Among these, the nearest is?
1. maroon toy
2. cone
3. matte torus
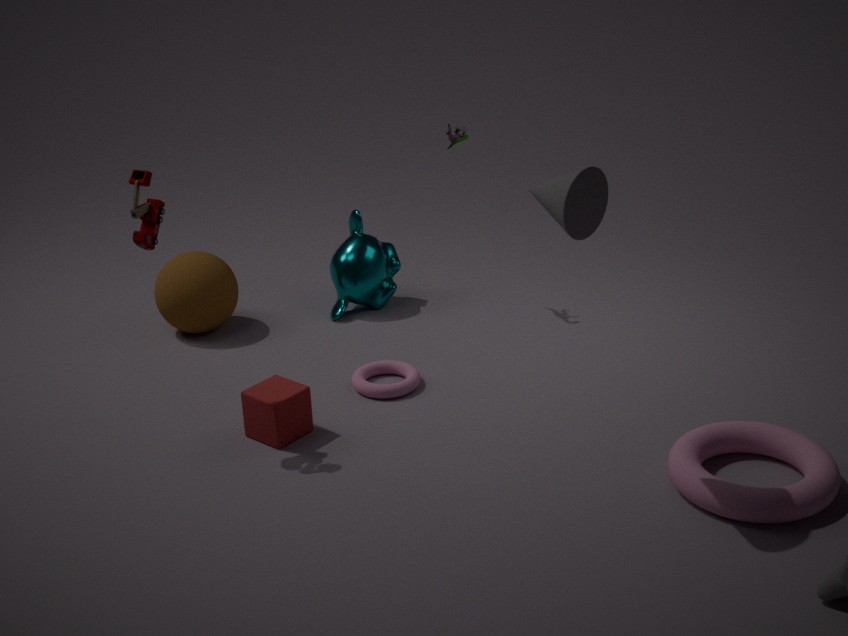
cone
